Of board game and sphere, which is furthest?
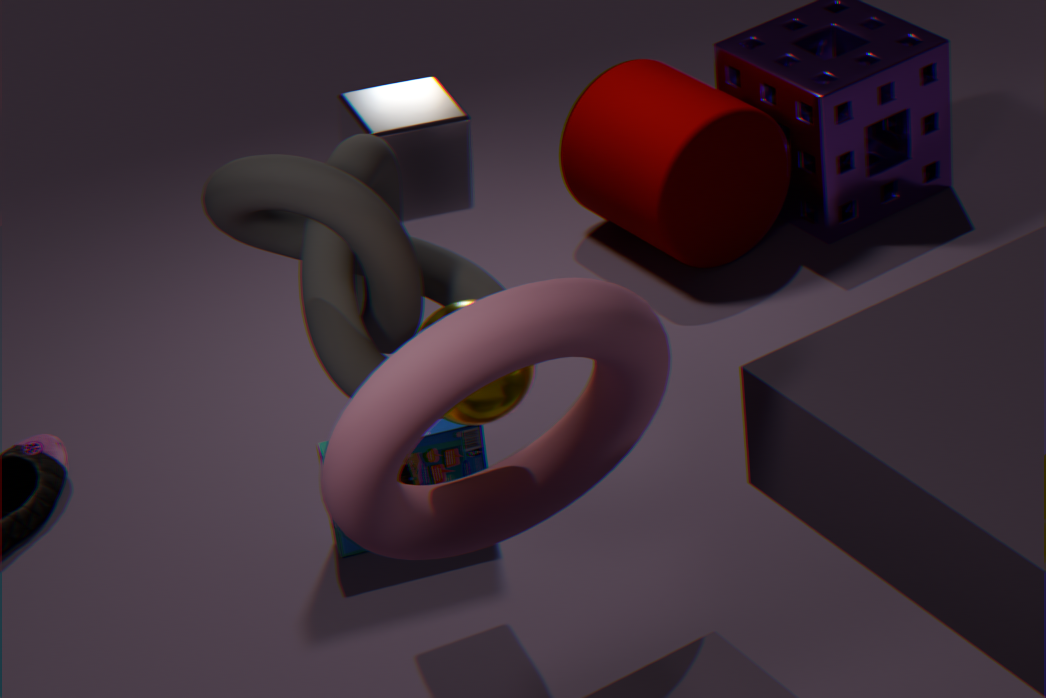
board game
